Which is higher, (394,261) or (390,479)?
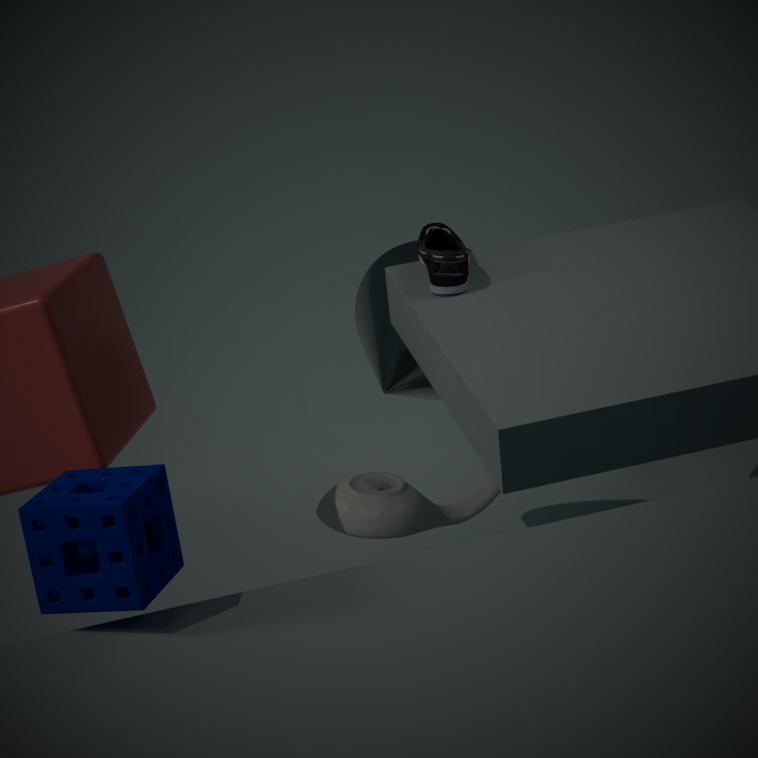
(394,261)
